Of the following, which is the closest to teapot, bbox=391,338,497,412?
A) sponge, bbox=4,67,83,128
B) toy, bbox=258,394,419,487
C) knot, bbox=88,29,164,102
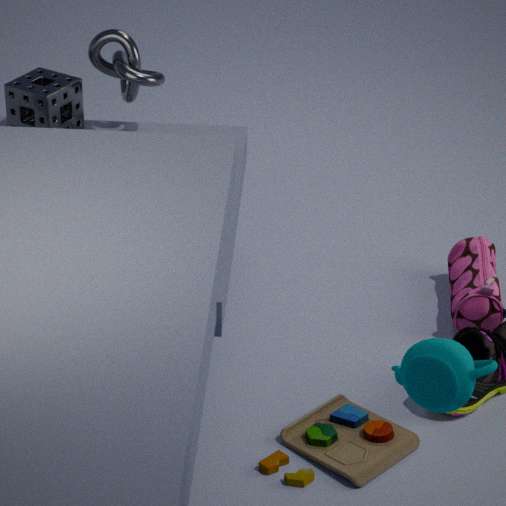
toy, bbox=258,394,419,487
